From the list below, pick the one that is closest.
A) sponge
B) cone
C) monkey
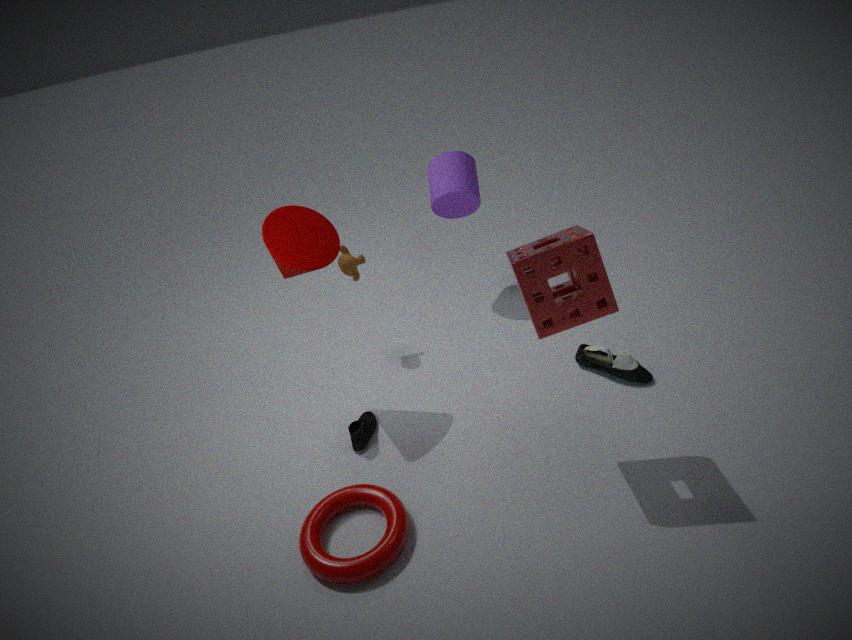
sponge
